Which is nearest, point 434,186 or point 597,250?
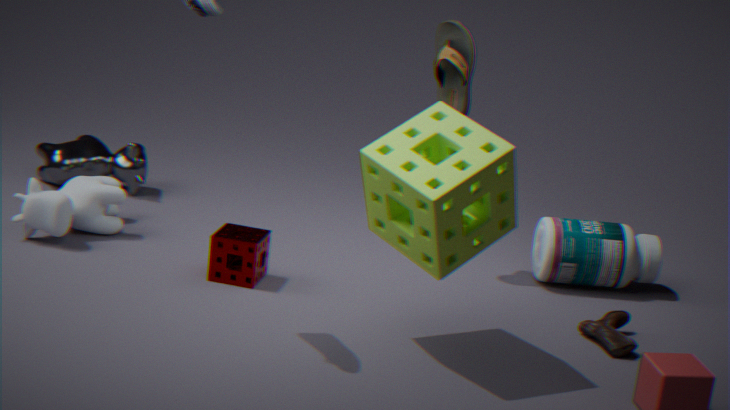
point 434,186
